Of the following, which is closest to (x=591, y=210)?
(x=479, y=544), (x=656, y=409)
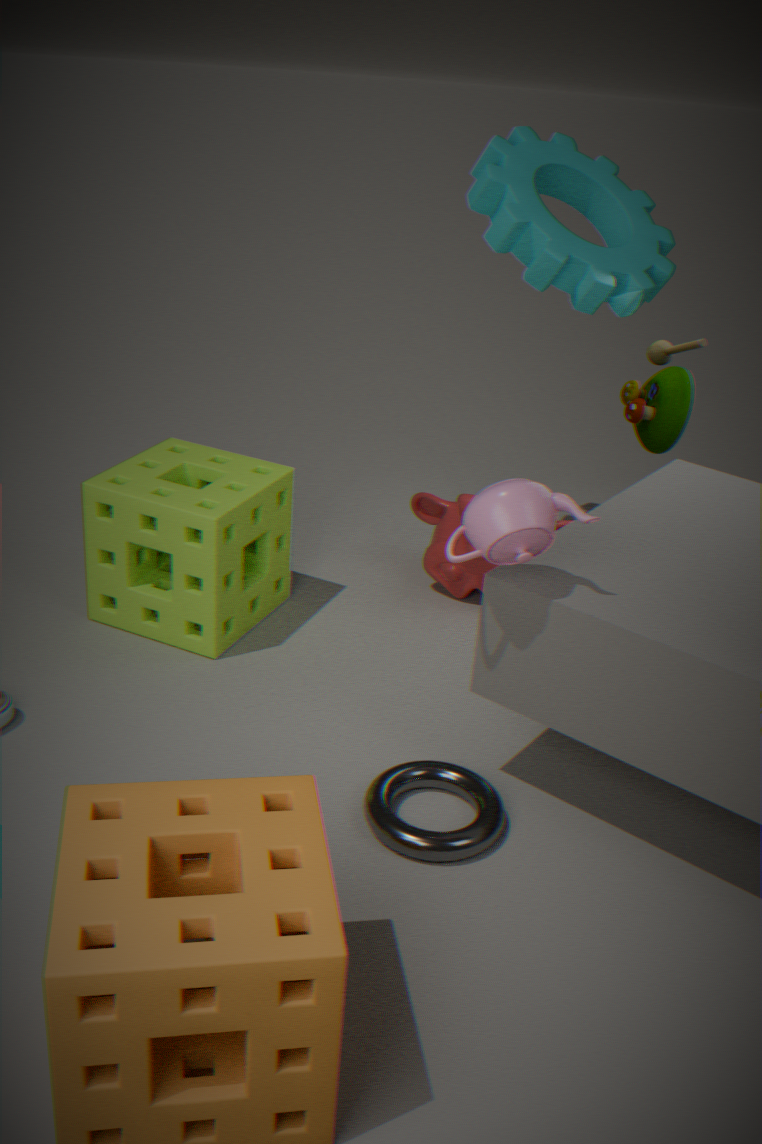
(x=656, y=409)
